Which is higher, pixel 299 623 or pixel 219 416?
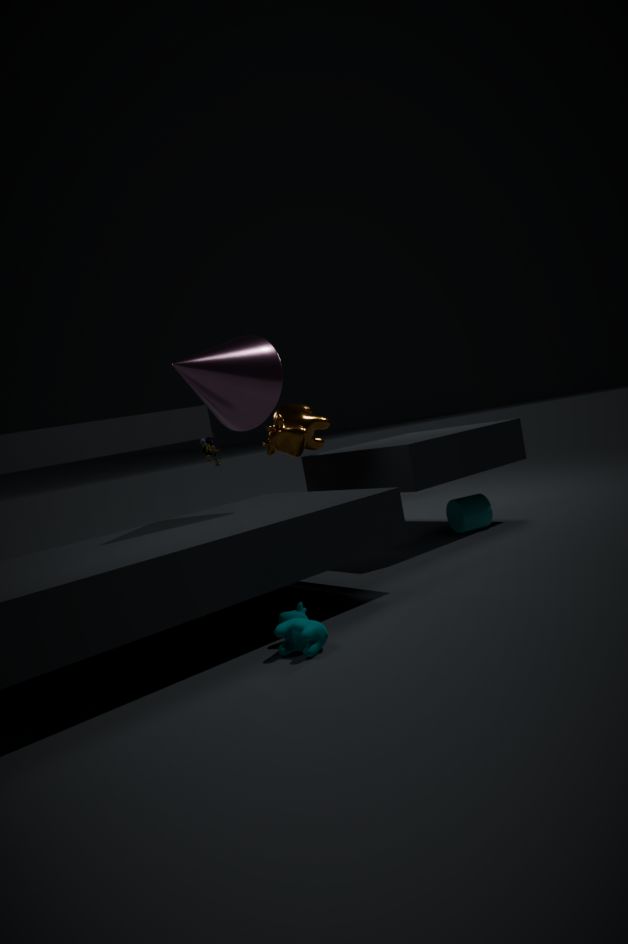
pixel 219 416
